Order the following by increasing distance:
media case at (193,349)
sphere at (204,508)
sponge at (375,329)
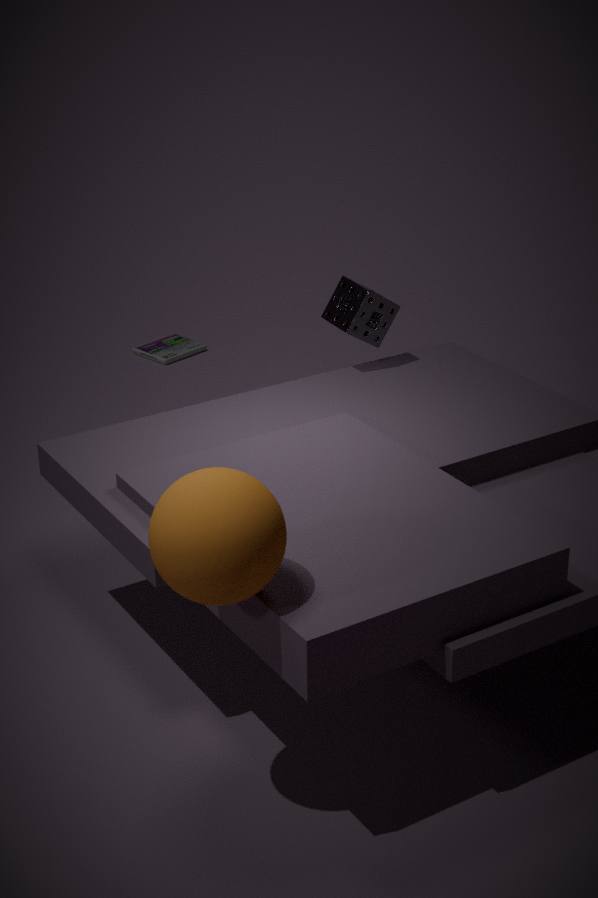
sphere at (204,508) → sponge at (375,329) → media case at (193,349)
